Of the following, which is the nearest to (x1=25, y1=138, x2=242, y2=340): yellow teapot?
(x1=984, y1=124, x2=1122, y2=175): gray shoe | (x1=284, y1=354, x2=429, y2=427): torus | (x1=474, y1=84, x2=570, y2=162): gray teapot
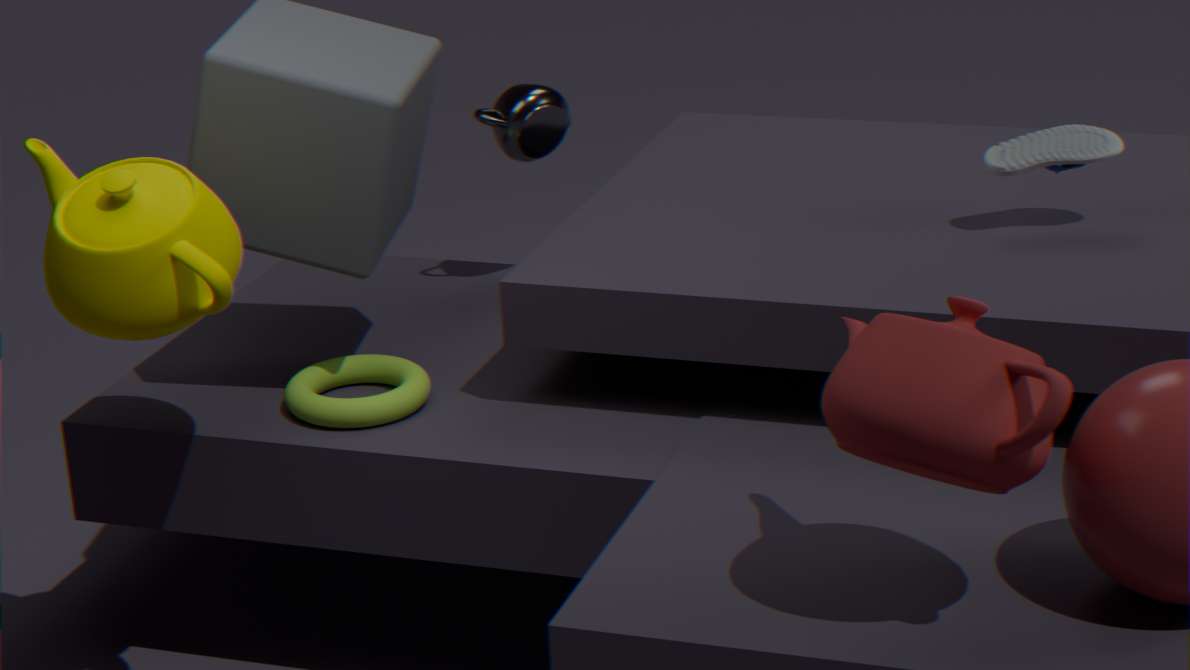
(x1=284, y1=354, x2=429, y2=427): torus
